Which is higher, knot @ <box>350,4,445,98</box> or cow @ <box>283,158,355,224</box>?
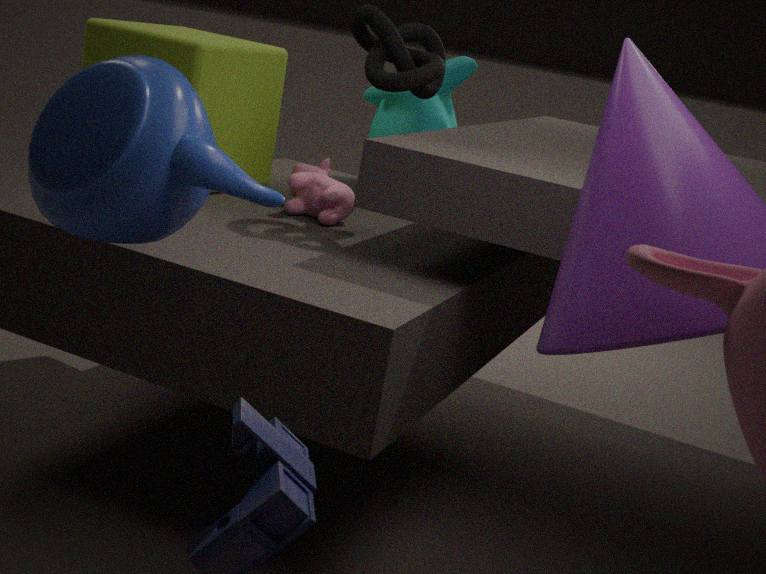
knot @ <box>350,4,445,98</box>
